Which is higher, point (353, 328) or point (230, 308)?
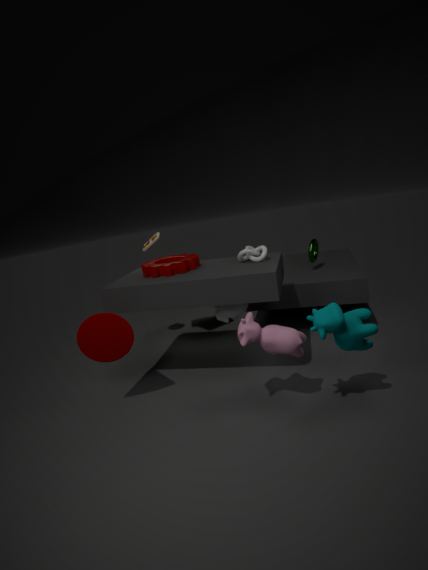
point (353, 328)
